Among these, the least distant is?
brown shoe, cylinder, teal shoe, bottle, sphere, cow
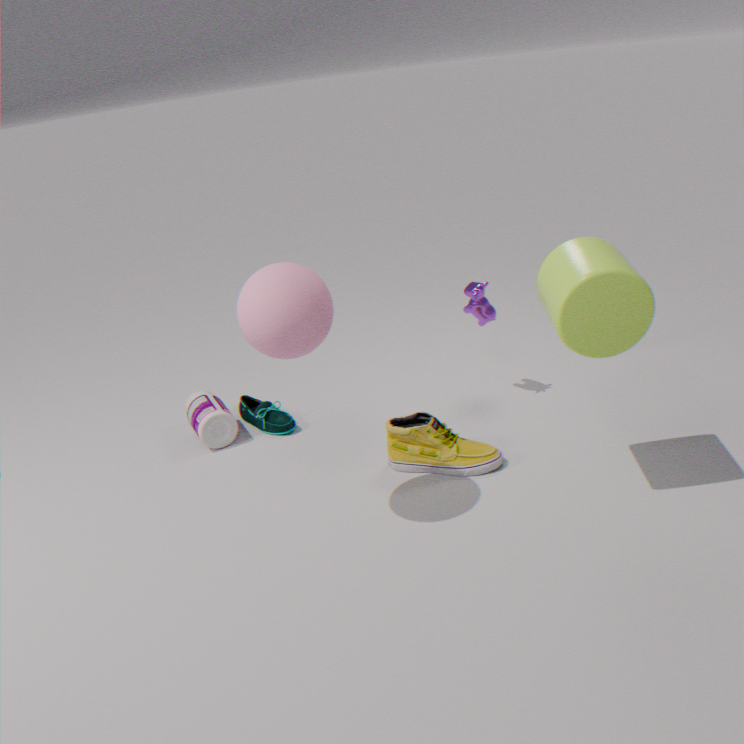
sphere
